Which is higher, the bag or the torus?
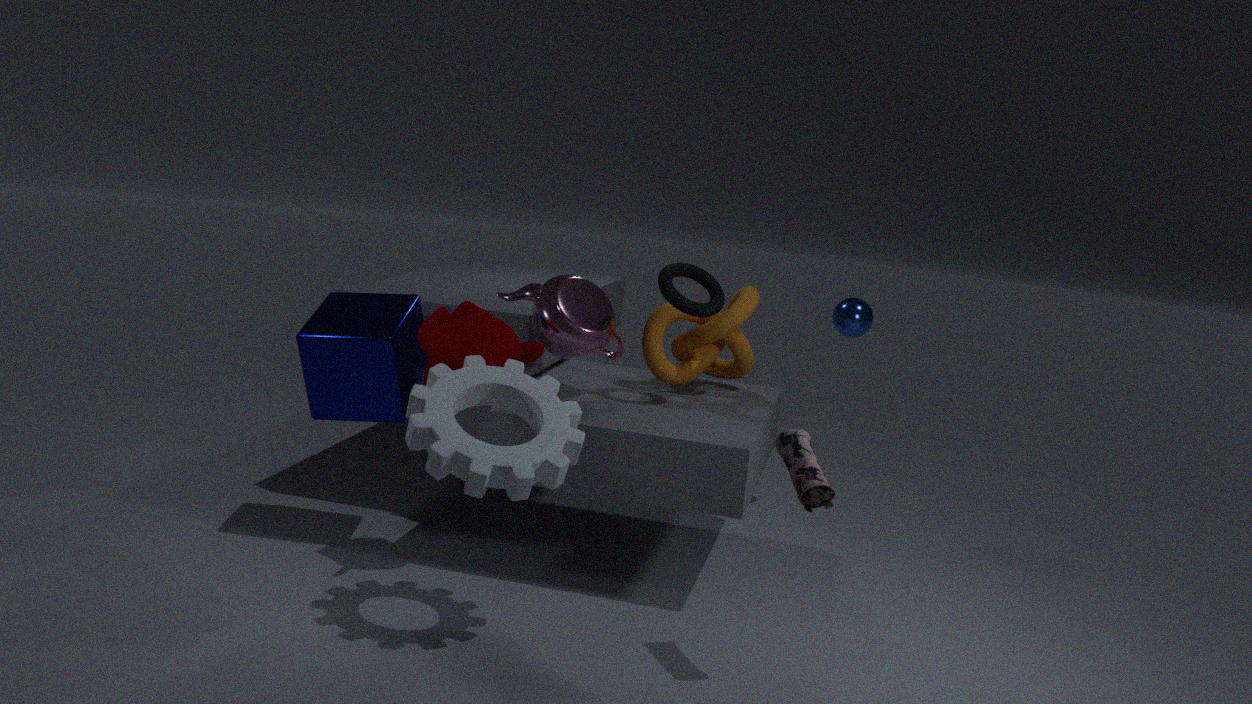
the torus
